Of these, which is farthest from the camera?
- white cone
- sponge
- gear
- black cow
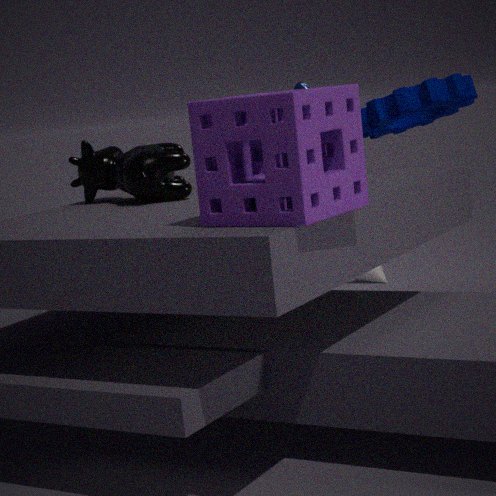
white cone
